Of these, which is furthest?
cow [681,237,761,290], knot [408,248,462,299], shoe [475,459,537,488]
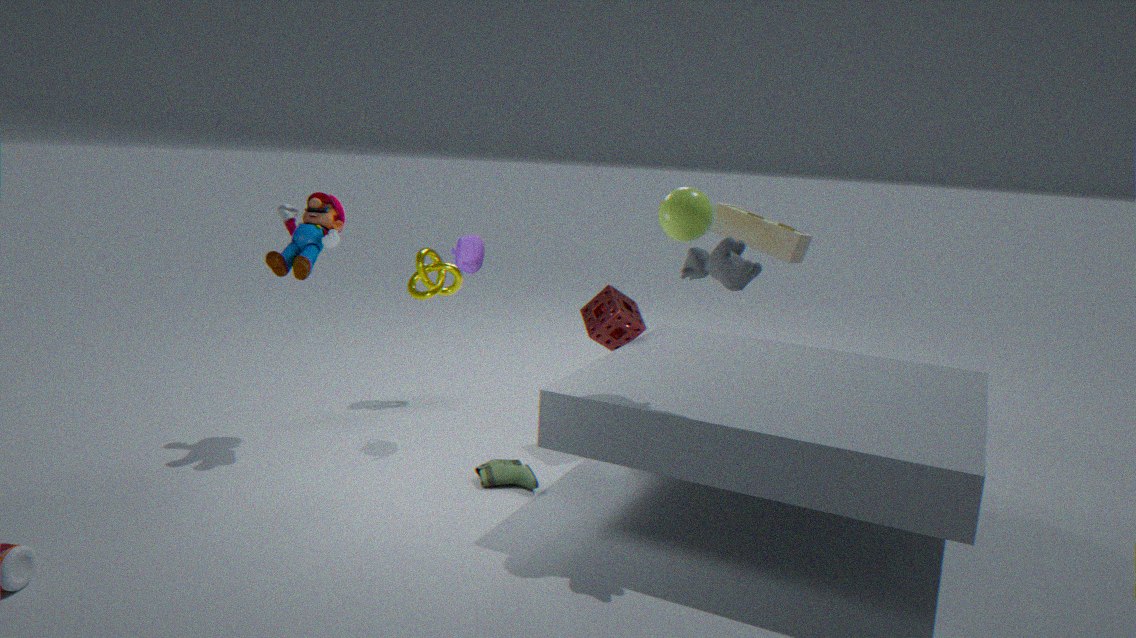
knot [408,248,462,299]
